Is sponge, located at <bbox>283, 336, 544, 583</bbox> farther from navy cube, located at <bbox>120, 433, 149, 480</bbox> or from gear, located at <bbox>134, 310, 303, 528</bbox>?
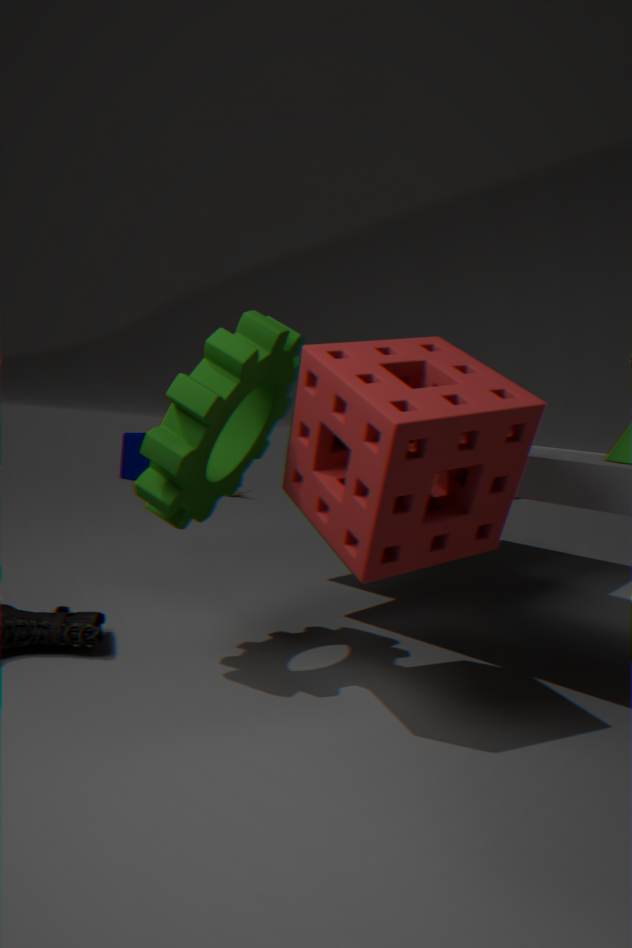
navy cube, located at <bbox>120, 433, 149, 480</bbox>
